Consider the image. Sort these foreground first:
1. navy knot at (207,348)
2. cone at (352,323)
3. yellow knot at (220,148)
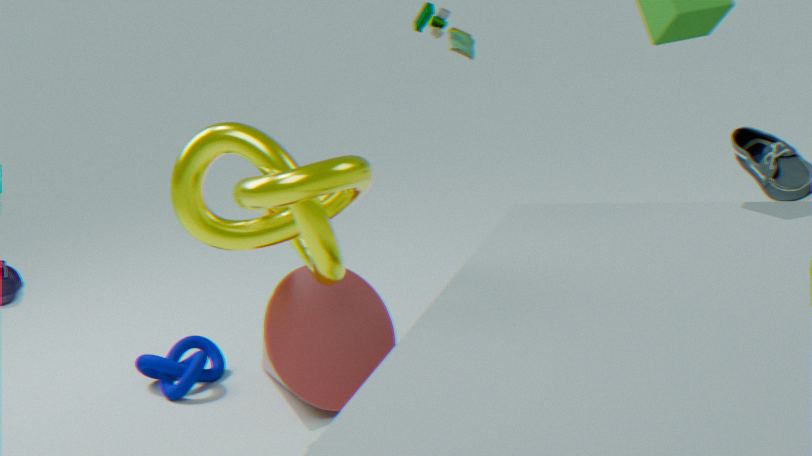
yellow knot at (220,148)
cone at (352,323)
navy knot at (207,348)
